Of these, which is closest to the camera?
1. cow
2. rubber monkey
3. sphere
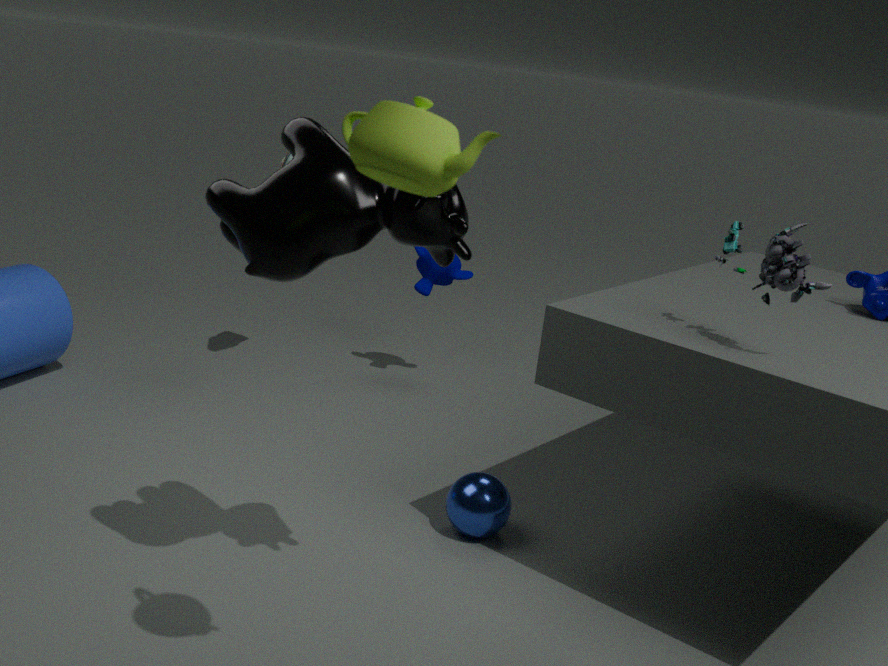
cow
